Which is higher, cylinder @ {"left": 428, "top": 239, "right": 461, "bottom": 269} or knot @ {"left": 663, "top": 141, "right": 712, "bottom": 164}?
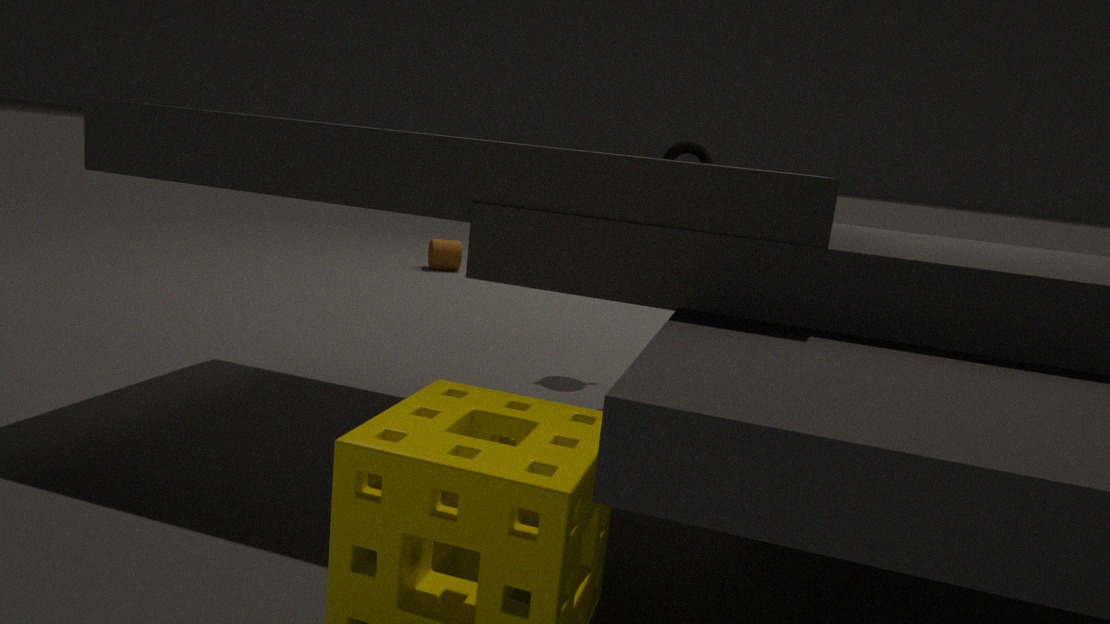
knot @ {"left": 663, "top": 141, "right": 712, "bottom": 164}
